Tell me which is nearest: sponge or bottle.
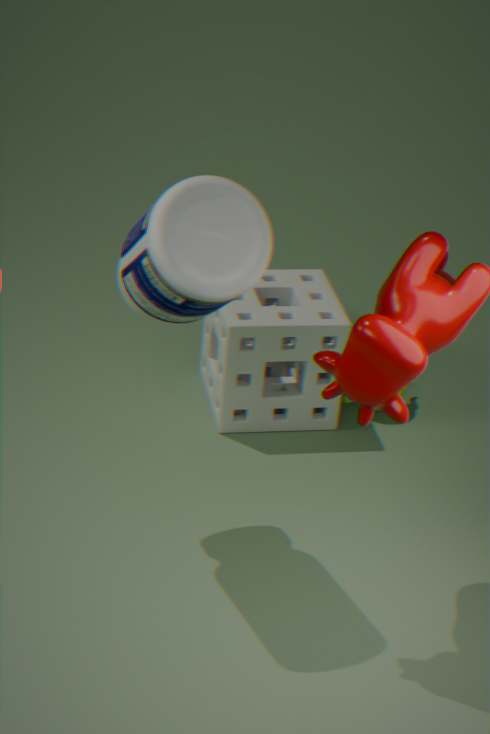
bottle
